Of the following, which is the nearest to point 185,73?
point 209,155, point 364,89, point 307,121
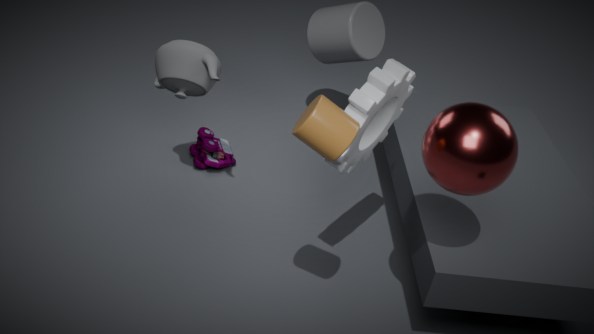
point 209,155
